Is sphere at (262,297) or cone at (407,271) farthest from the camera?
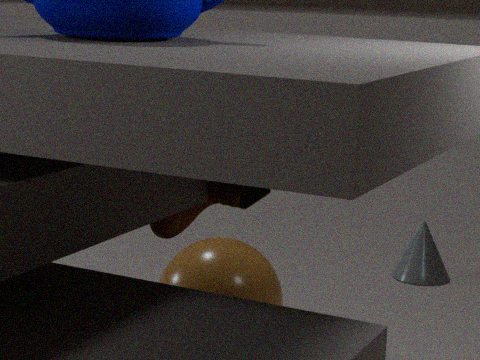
cone at (407,271)
